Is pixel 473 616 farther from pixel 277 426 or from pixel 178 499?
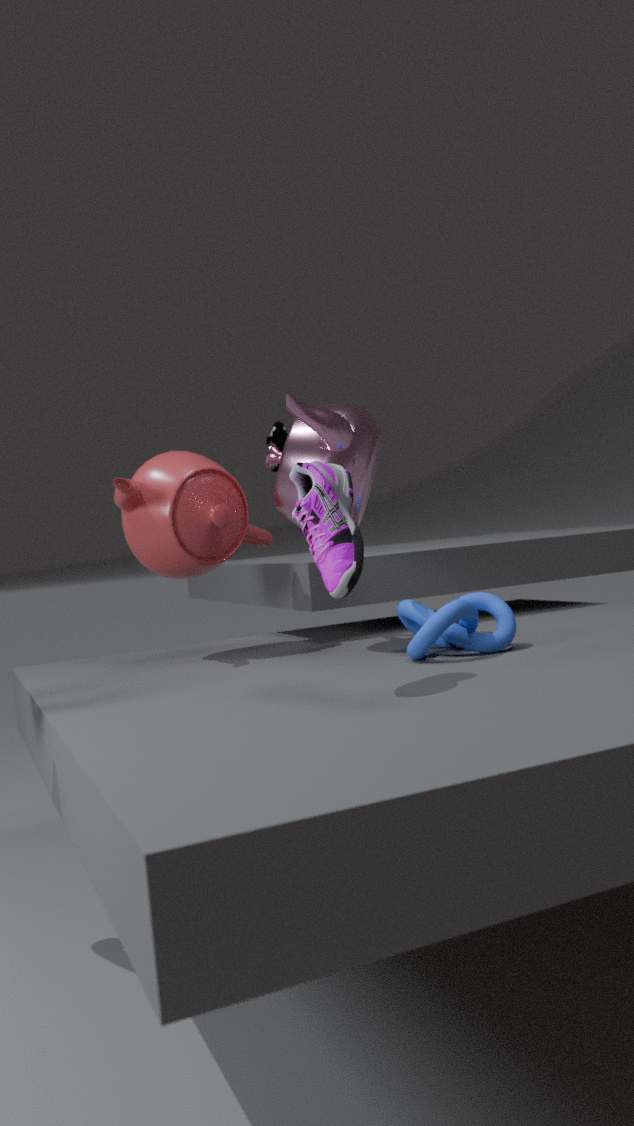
pixel 277 426
